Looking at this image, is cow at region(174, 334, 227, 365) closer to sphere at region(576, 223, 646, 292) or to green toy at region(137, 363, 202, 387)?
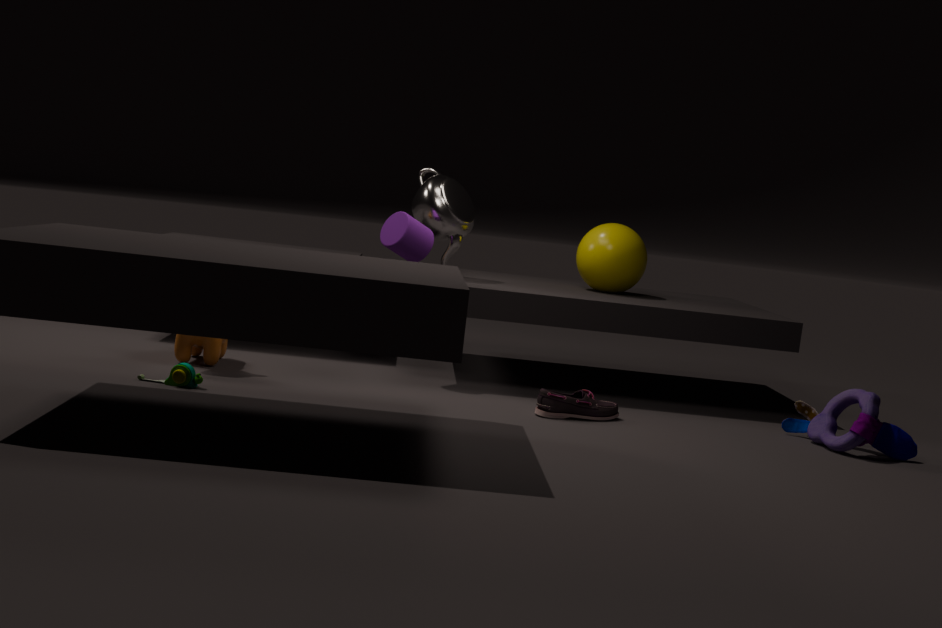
green toy at region(137, 363, 202, 387)
